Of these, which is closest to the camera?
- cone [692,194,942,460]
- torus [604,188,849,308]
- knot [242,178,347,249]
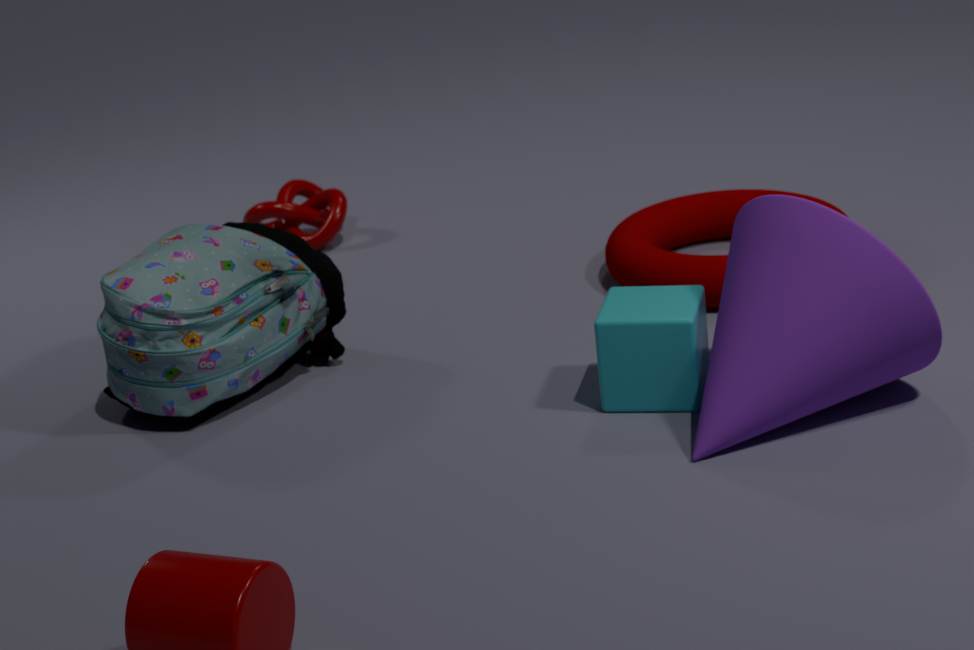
cone [692,194,942,460]
